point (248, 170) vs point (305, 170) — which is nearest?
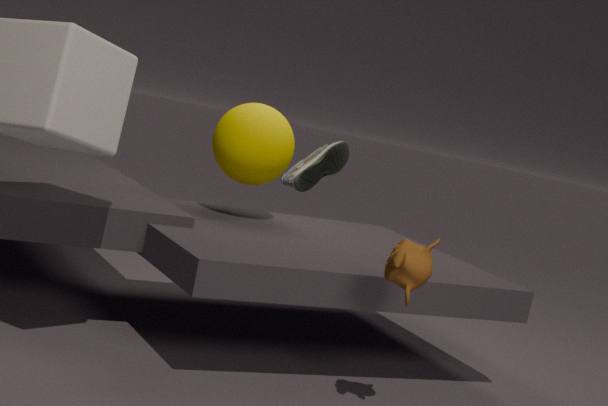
point (248, 170)
